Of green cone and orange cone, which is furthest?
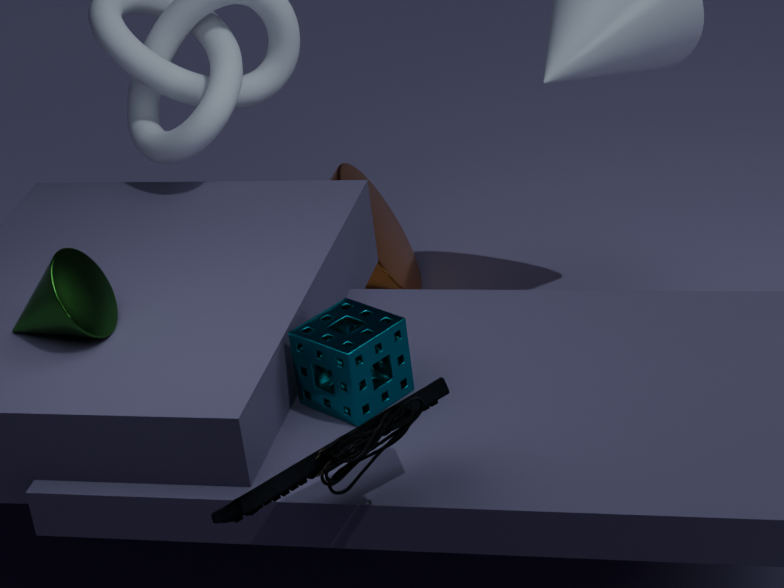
orange cone
